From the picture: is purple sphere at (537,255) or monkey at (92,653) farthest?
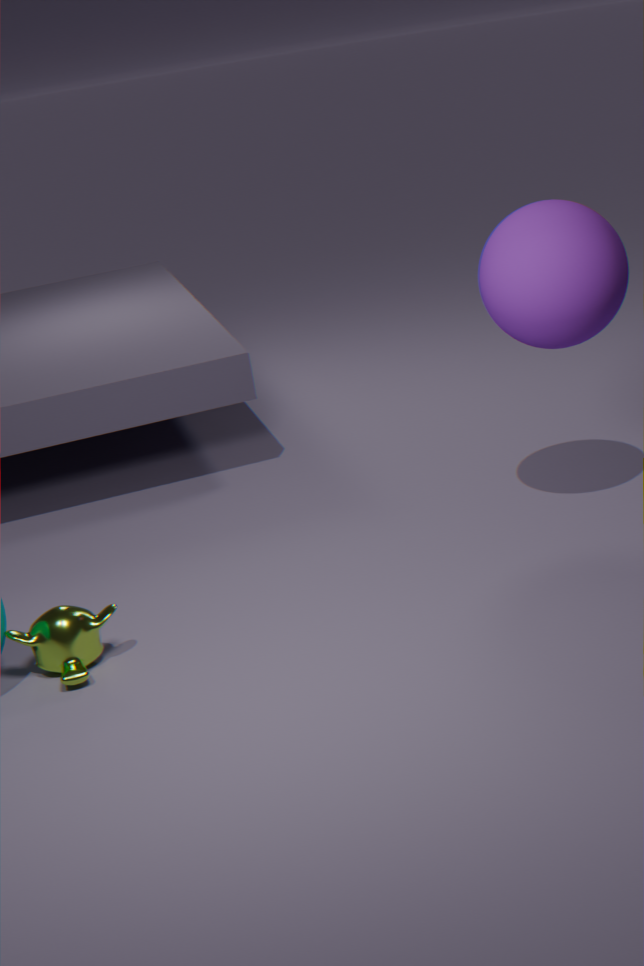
purple sphere at (537,255)
